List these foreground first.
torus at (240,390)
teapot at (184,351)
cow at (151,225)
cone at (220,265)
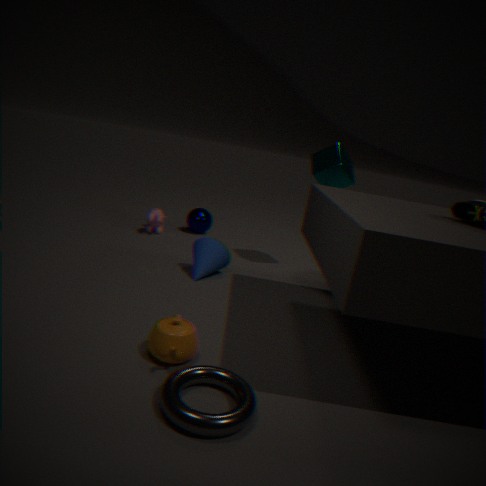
A: 1. torus at (240,390)
2. teapot at (184,351)
3. cone at (220,265)
4. cow at (151,225)
